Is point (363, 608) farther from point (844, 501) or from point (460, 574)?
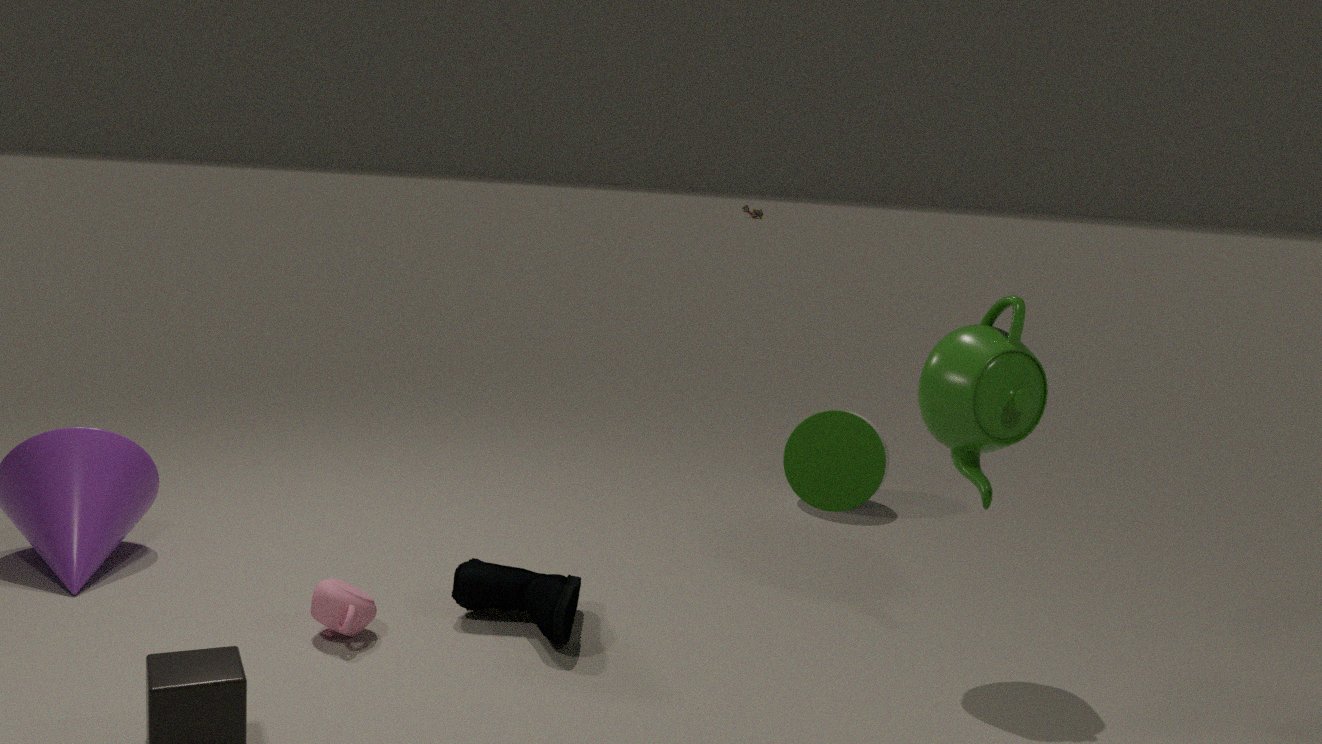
point (844, 501)
